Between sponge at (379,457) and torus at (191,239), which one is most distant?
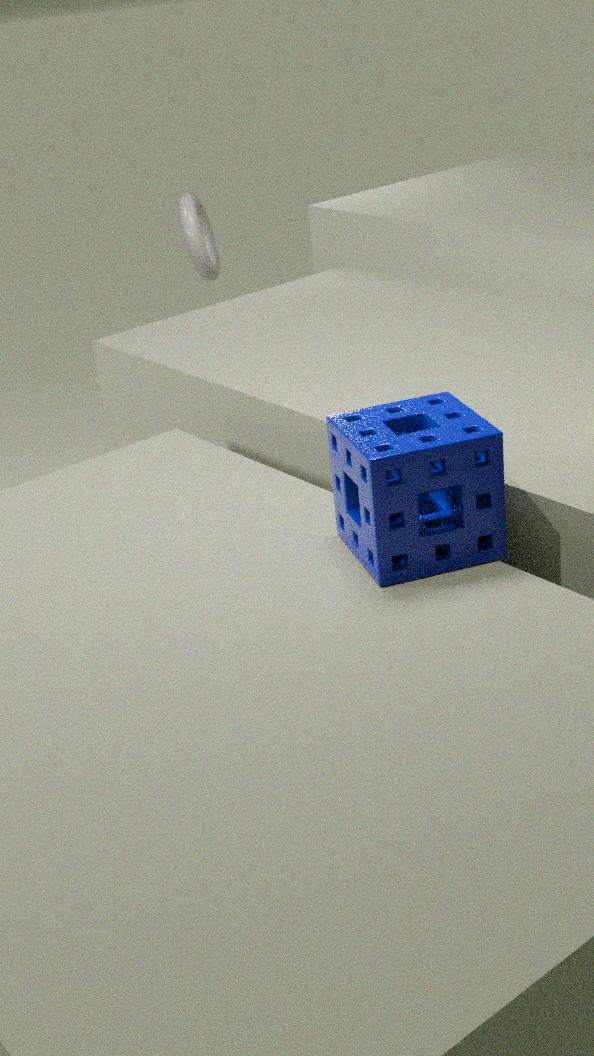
torus at (191,239)
